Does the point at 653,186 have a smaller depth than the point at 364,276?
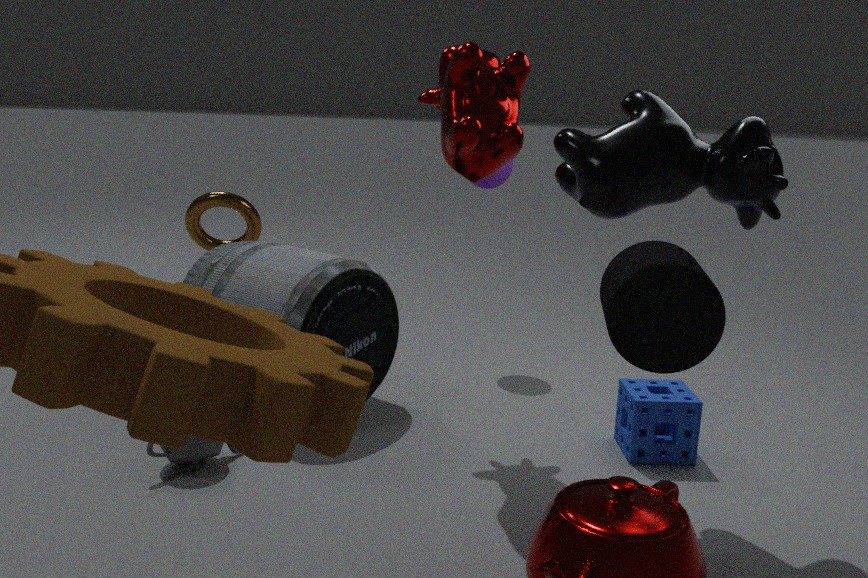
Yes
